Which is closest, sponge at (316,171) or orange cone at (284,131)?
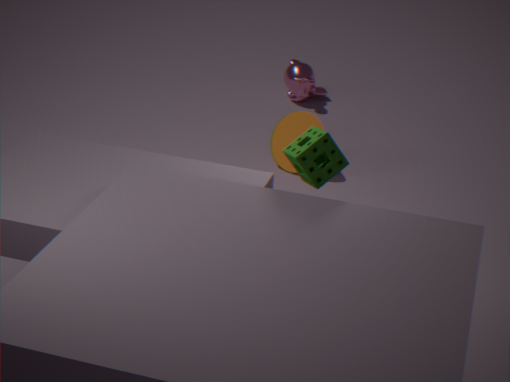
sponge at (316,171)
